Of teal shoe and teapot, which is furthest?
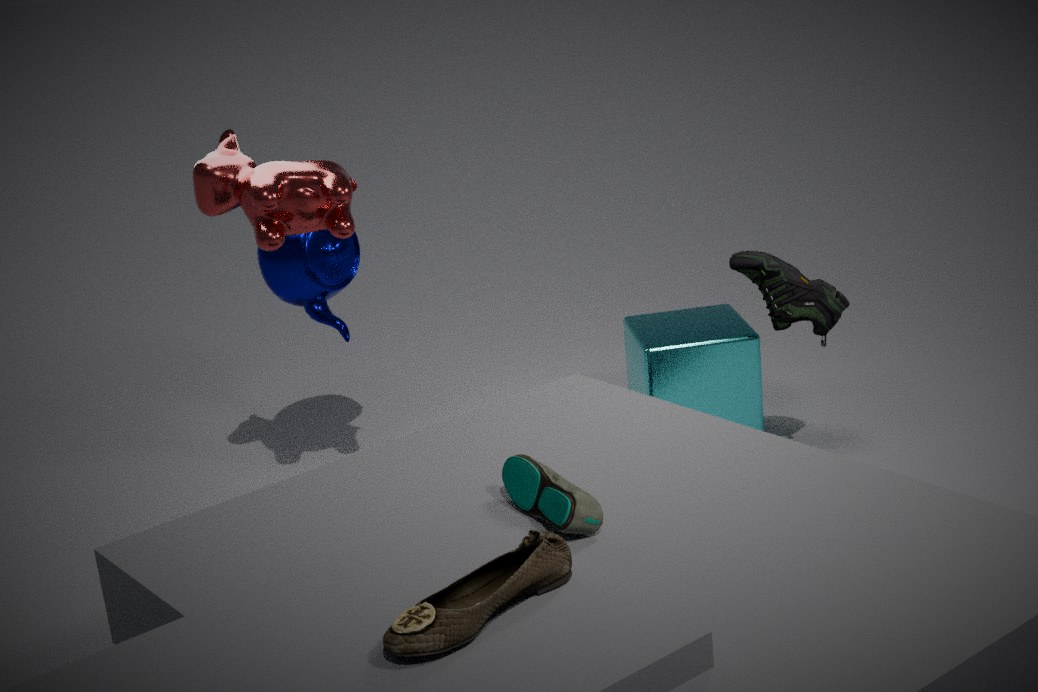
teapot
